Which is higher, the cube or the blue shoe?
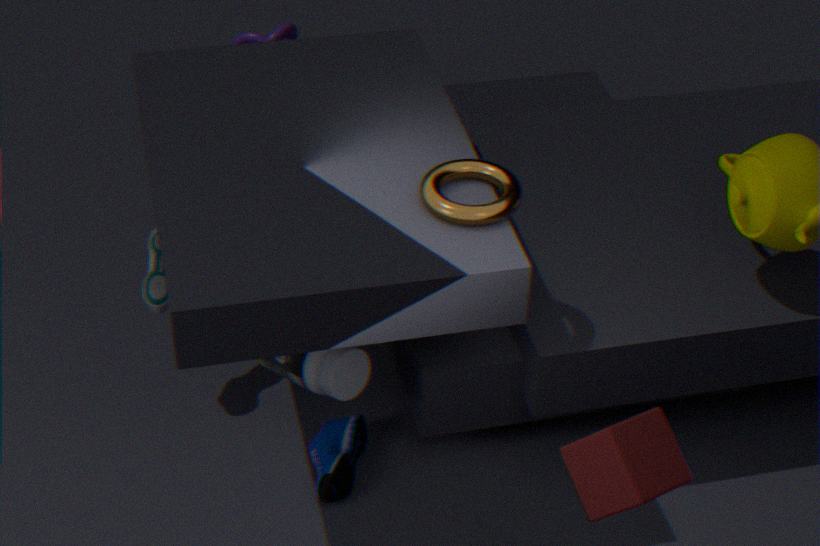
the cube
